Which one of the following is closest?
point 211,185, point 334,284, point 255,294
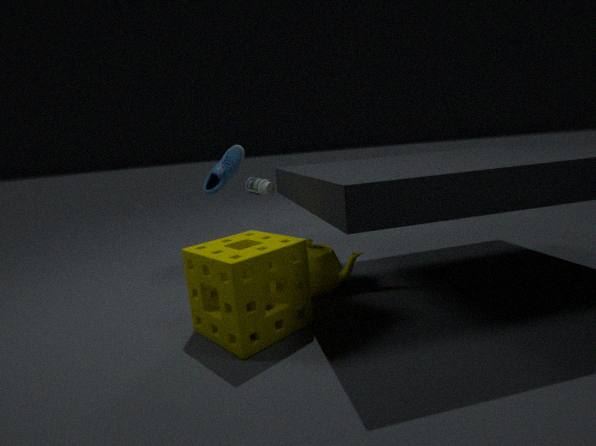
point 255,294
